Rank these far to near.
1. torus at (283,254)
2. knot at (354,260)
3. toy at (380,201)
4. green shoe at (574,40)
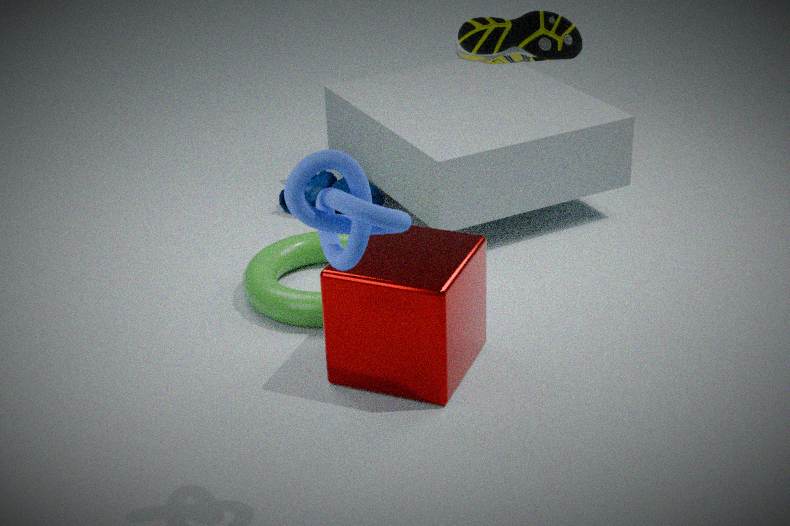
toy at (380,201) → torus at (283,254) → green shoe at (574,40) → knot at (354,260)
